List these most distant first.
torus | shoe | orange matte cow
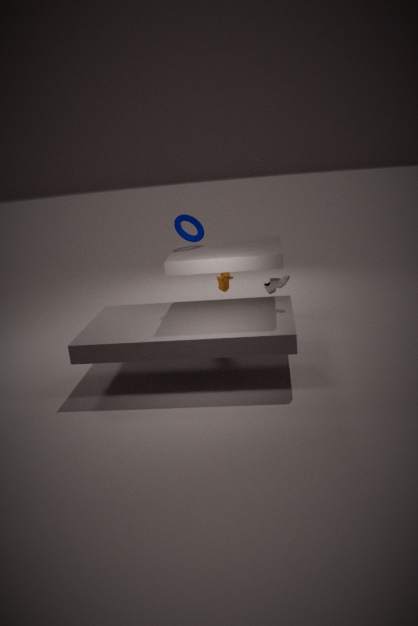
orange matte cow < torus < shoe
